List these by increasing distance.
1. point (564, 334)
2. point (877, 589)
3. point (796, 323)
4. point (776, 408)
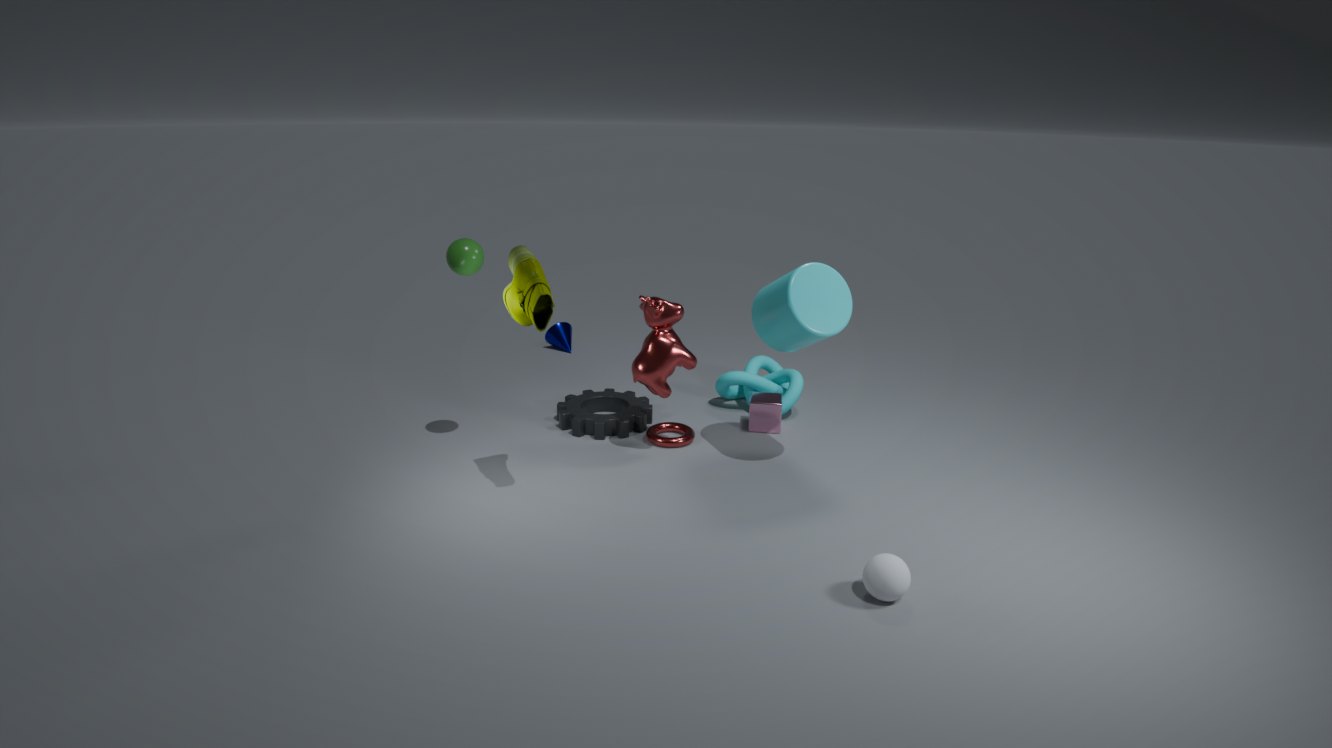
point (877, 589) → point (796, 323) → point (776, 408) → point (564, 334)
